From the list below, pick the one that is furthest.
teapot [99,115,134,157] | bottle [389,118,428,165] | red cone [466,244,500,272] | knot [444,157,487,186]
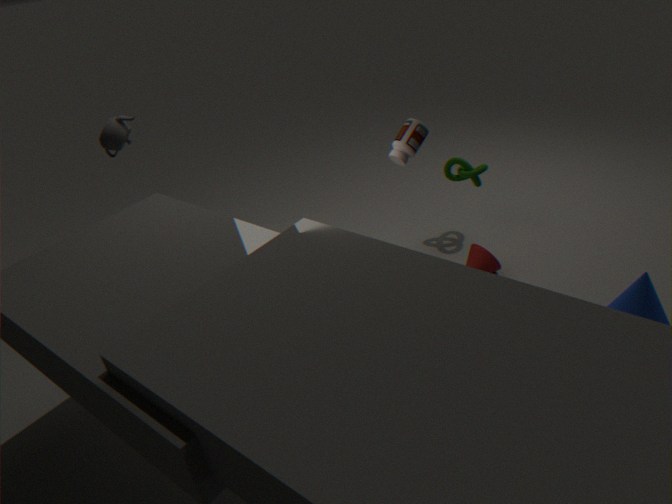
knot [444,157,487,186]
